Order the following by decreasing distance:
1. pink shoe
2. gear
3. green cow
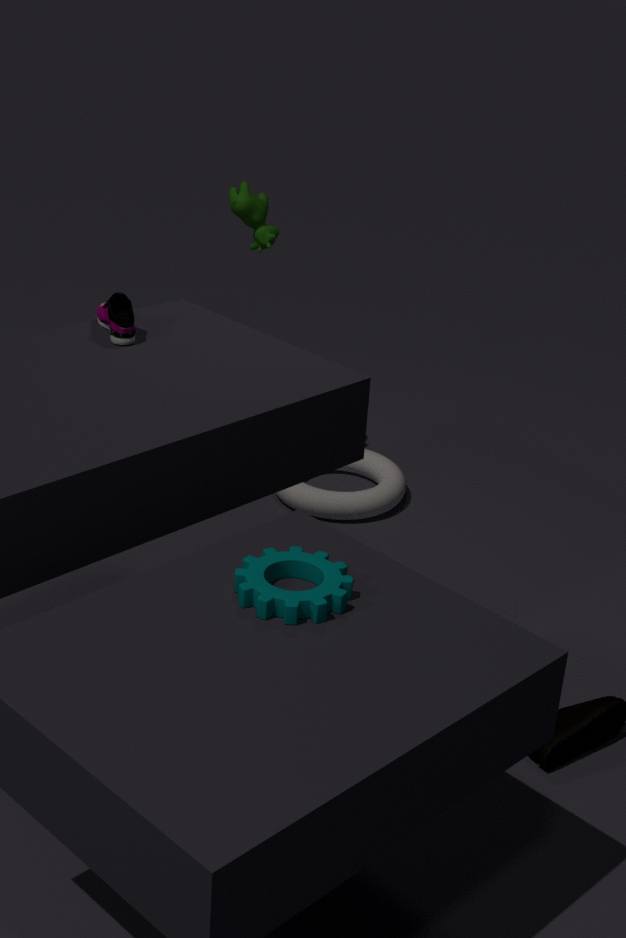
green cow, pink shoe, gear
